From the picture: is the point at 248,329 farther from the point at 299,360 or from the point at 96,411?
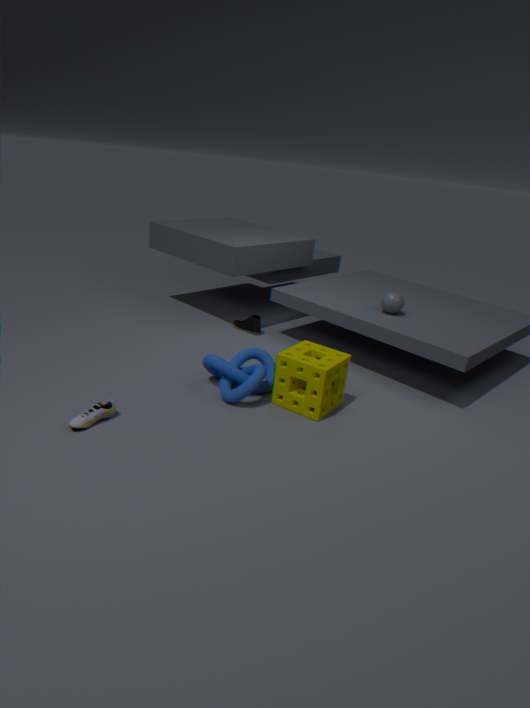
the point at 96,411
